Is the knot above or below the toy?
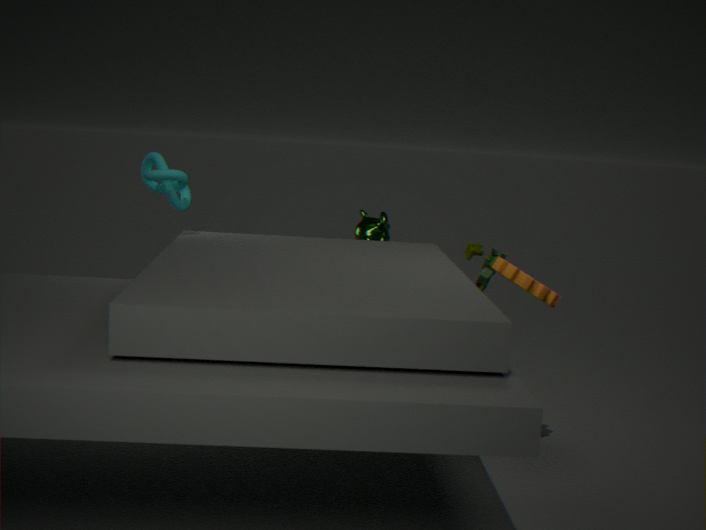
above
